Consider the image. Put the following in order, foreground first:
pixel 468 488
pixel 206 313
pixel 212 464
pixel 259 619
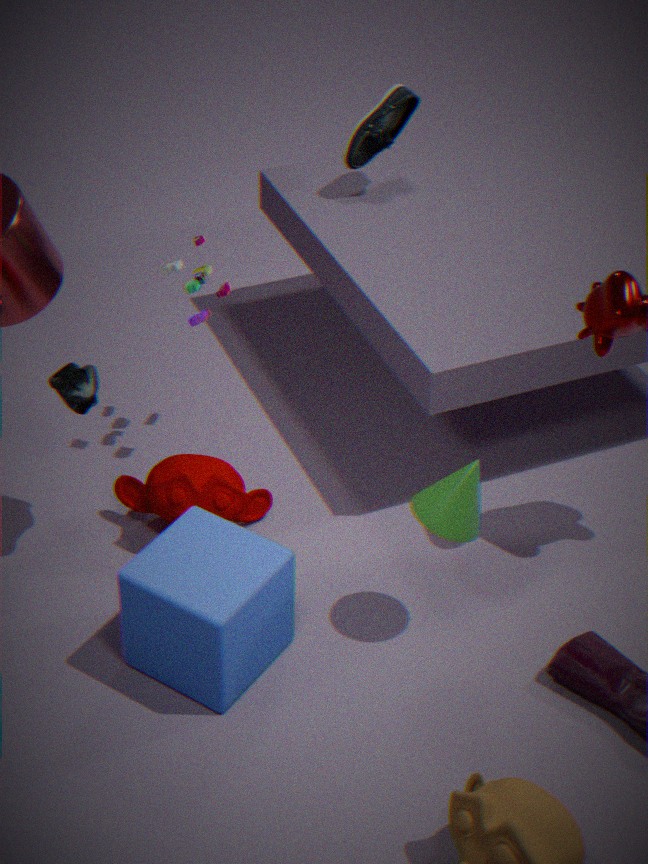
1. pixel 259 619
2. pixel 468 488
3. pixel 212 464
4. pixel 206 313
